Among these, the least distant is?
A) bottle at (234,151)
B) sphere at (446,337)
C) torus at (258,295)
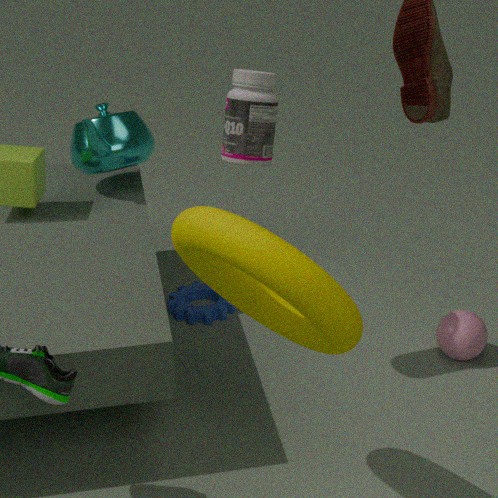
torus at (258,295)
